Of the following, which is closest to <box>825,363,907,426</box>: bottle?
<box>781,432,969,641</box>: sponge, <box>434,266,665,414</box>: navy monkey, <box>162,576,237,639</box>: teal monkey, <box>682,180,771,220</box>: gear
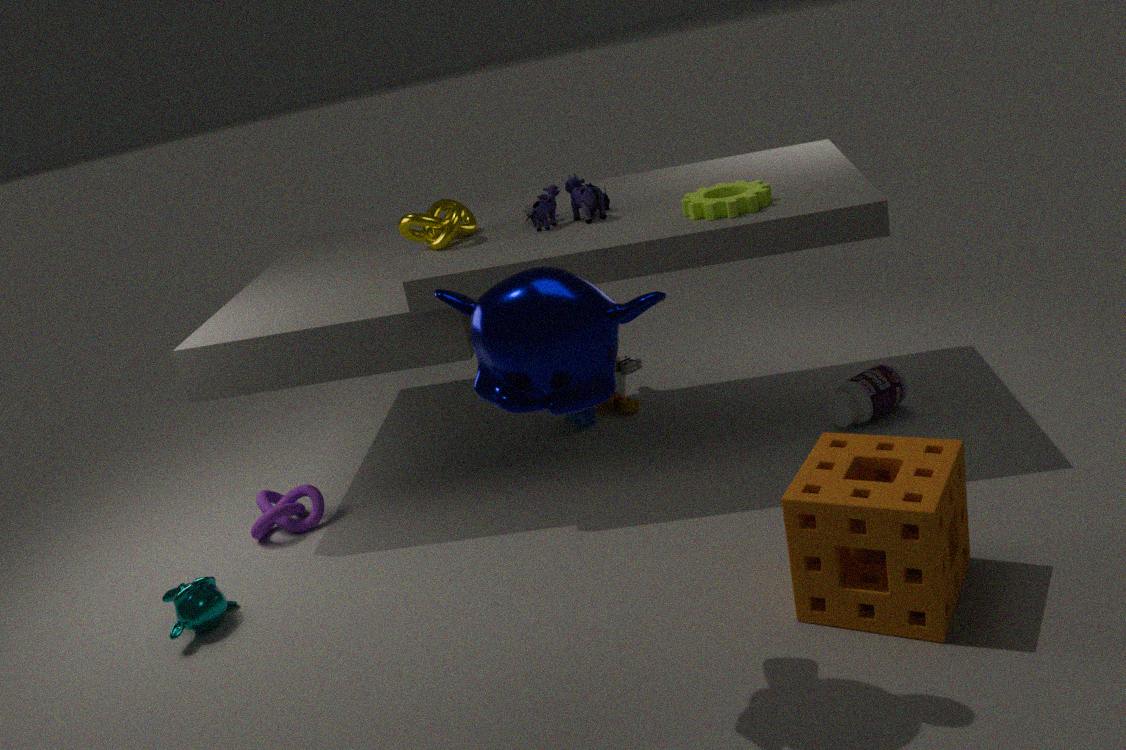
<box>781,432,969,641</box>: sponge
